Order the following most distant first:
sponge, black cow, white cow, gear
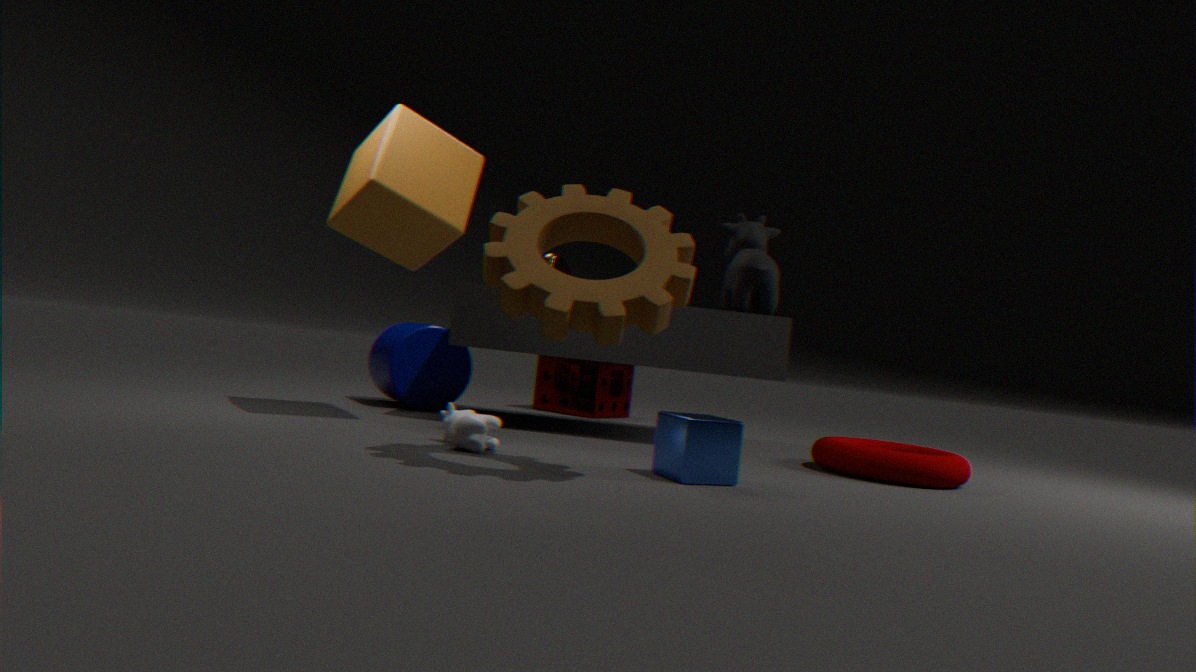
sponge → black cow → white cow → gear
